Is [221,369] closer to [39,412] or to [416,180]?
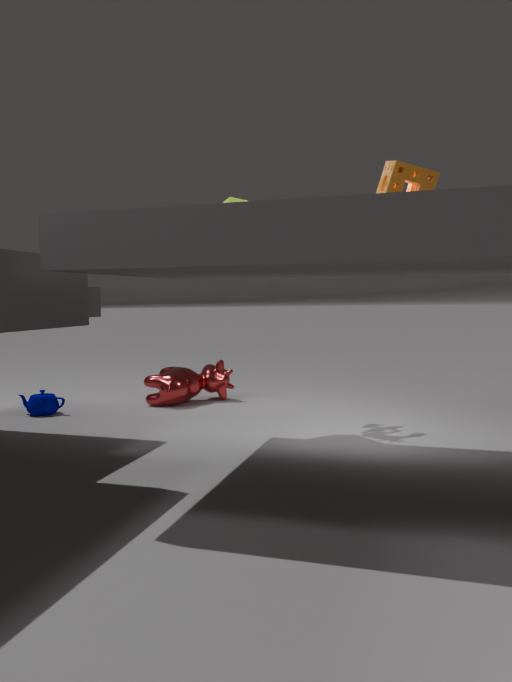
[39,412]
